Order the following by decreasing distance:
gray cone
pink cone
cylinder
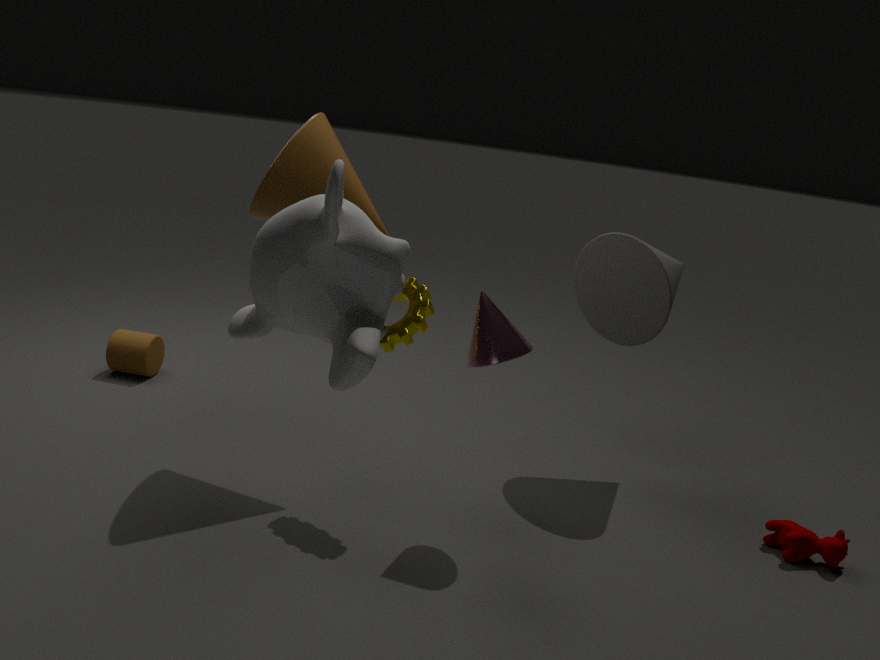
cylinder < gray cone < pink cone
